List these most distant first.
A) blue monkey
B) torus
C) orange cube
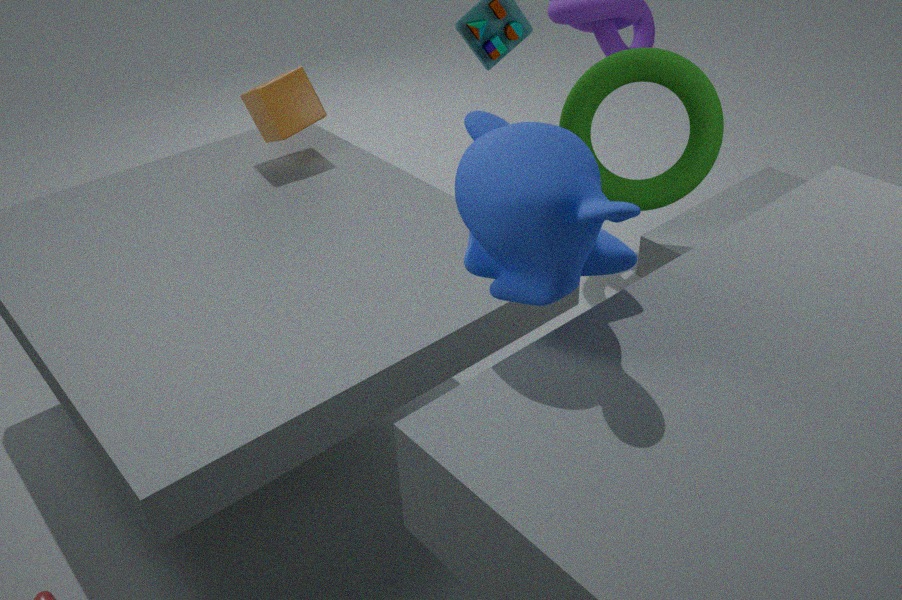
1. torus
2. orange cube
3. blue monkey
